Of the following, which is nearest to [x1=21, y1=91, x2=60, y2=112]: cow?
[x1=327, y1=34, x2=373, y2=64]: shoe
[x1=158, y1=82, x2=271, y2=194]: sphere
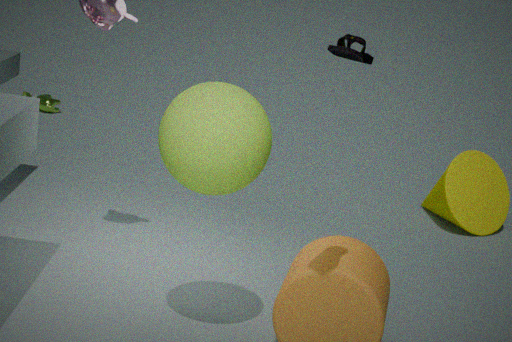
[x1=158, y1=82, x2=271, y2=194]: sphere
